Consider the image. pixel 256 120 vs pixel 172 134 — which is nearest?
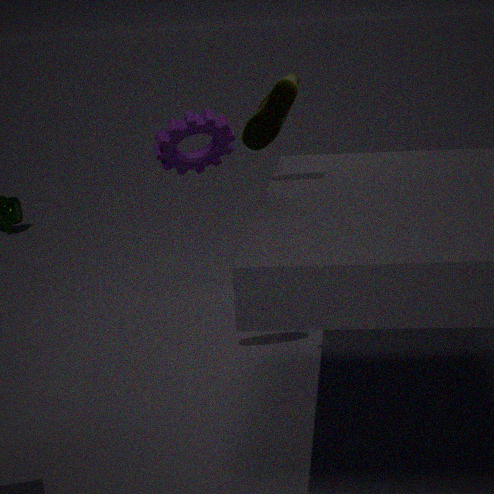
pixel 256 120
